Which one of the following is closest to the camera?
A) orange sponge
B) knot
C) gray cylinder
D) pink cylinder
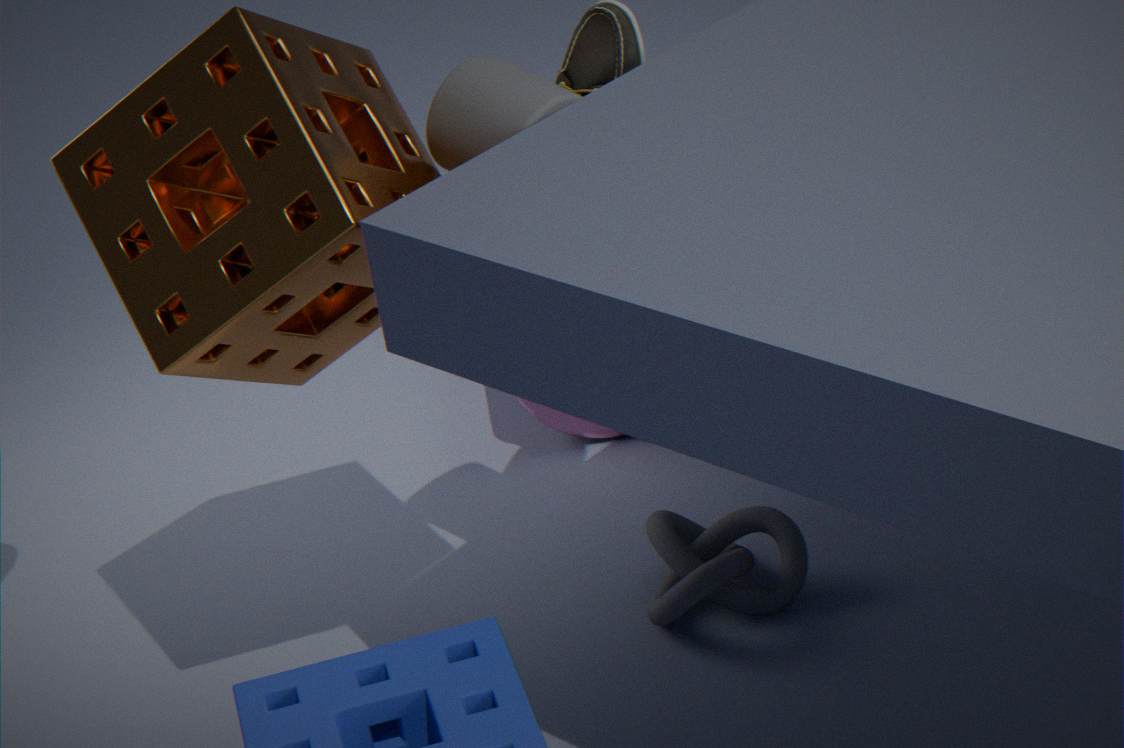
orange sponge
